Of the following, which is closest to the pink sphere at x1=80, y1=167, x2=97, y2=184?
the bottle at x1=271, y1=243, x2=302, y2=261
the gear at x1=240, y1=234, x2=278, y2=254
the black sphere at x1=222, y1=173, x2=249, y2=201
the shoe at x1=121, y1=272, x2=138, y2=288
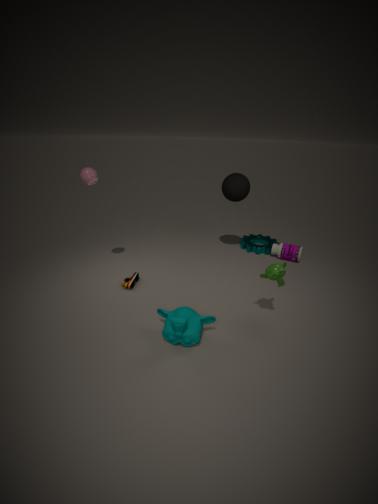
the shoe at x1=121, y1=272, x2=138, y2=288
